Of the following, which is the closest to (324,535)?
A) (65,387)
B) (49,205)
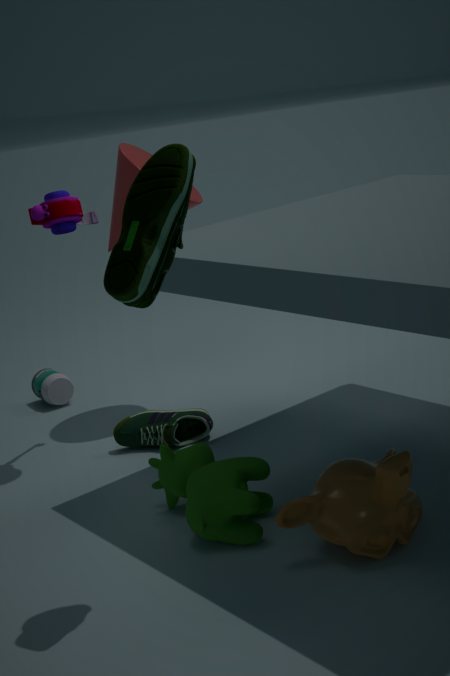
(49,205)
